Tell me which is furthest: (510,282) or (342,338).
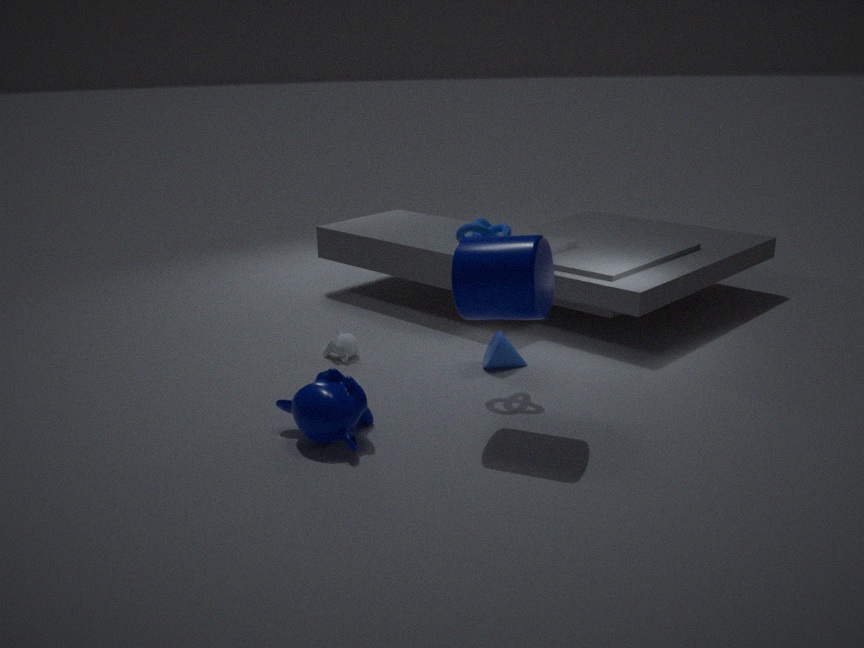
(342,338)
